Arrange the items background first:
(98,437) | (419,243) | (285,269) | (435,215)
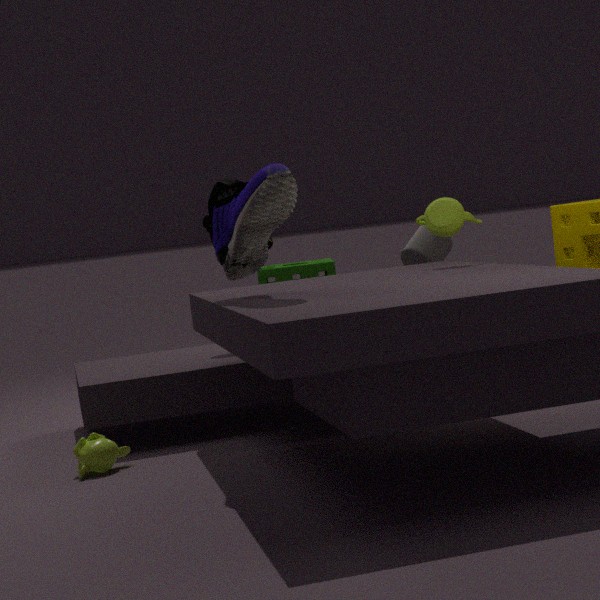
1. (285,269)
2. (419,243)
3. (435,215)
4. (98,437)
